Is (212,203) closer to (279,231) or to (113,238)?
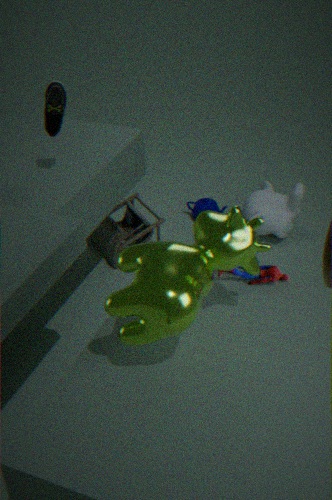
(279,231)
